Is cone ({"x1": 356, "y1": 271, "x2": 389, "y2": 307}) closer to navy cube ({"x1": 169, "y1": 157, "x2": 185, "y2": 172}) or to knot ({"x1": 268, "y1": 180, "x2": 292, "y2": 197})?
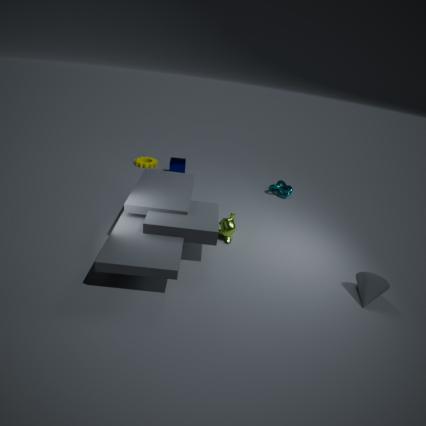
knot ({"x1": 268, "y1": 180, "x2": 292, "y2": 197})
